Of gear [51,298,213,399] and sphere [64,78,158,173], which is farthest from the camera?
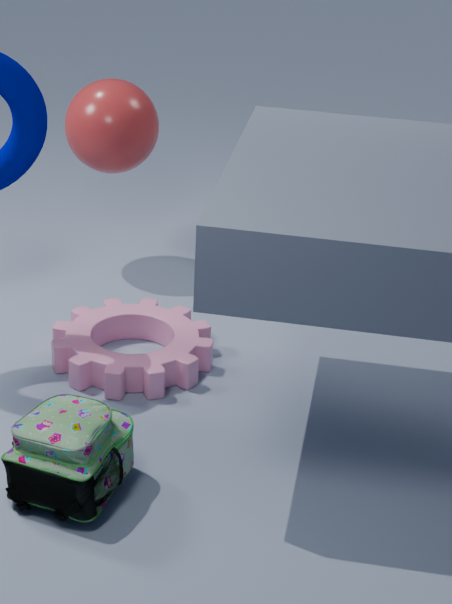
sphere [64,78,158,173]
